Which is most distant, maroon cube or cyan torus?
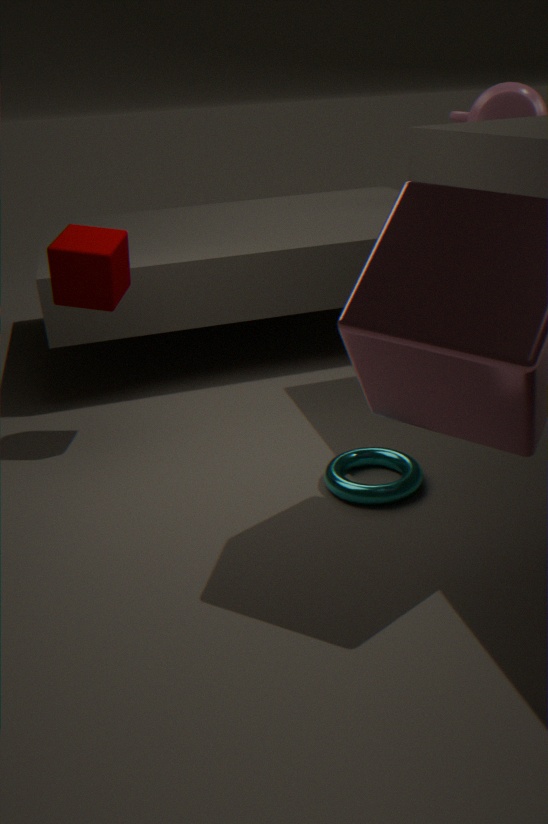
maroon cube
